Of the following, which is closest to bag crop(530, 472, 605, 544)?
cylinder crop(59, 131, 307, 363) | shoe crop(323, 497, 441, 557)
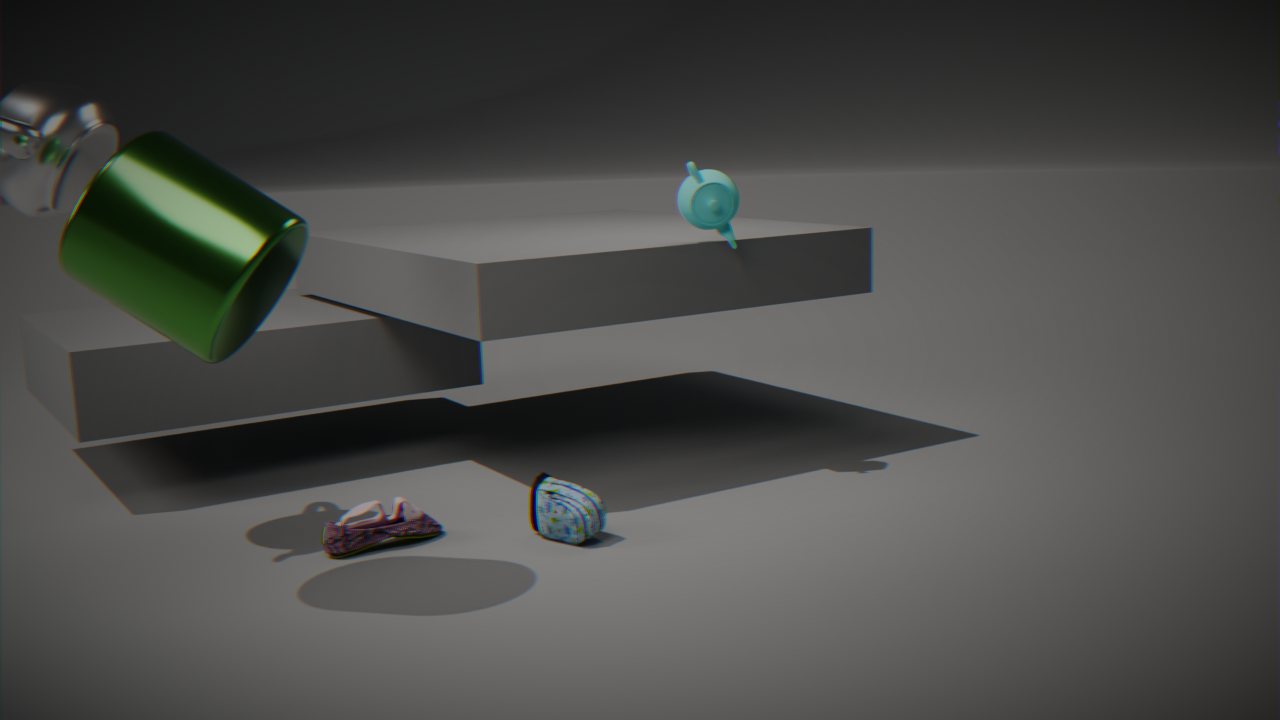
shoe crop(323, 497, 441, 557)
